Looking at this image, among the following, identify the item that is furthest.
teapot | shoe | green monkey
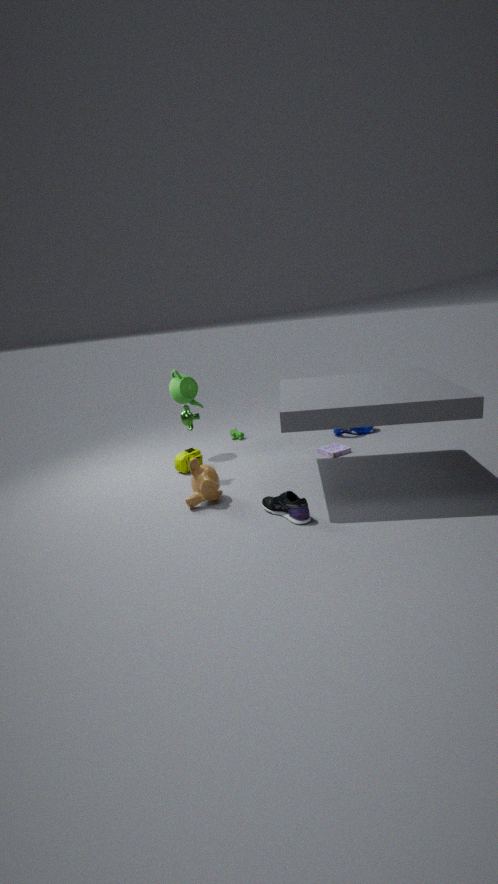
teapot
